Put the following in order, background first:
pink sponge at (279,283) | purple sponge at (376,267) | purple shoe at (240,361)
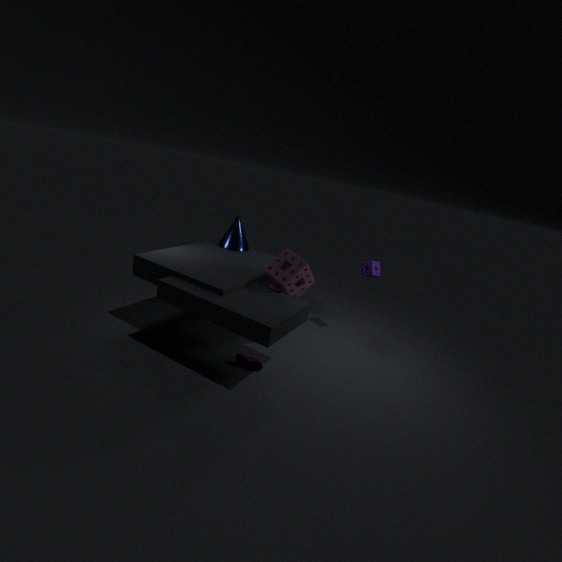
1. purple sponge at (376,267)
2. purple shoe at (240,361)
3. pink sponge at (279,283)
